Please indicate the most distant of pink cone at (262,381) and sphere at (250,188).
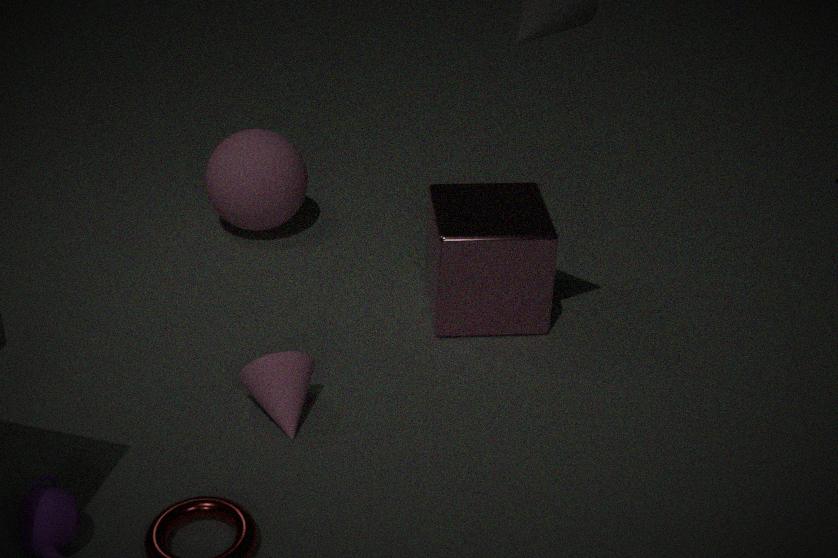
sphere at (250,188)
